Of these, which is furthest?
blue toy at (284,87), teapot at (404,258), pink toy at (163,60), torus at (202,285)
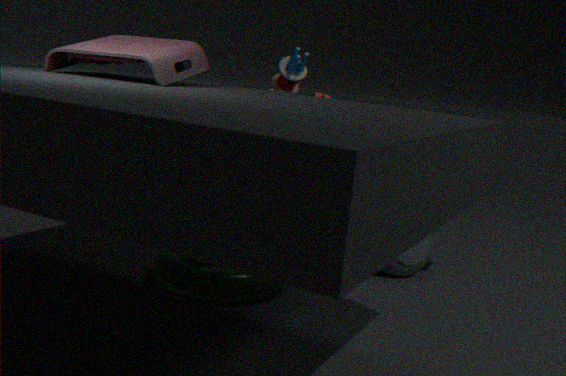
blue toy at (284,87)
